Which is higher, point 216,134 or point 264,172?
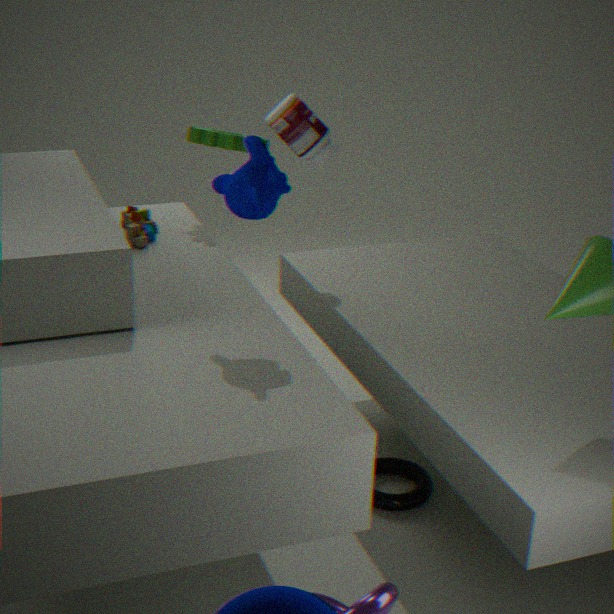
point 264,172
